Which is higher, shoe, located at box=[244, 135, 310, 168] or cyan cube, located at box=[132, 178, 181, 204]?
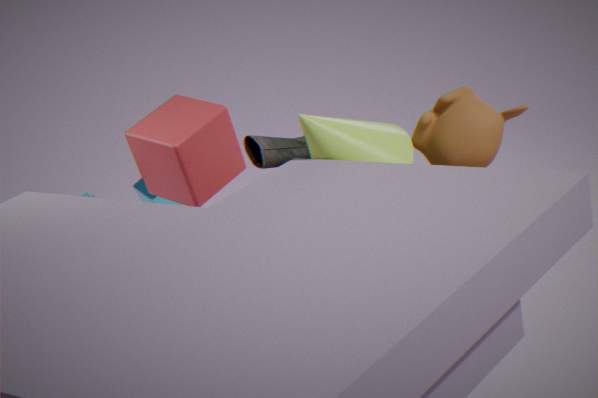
shoe, located at box=[244, 135, 310, 168]
